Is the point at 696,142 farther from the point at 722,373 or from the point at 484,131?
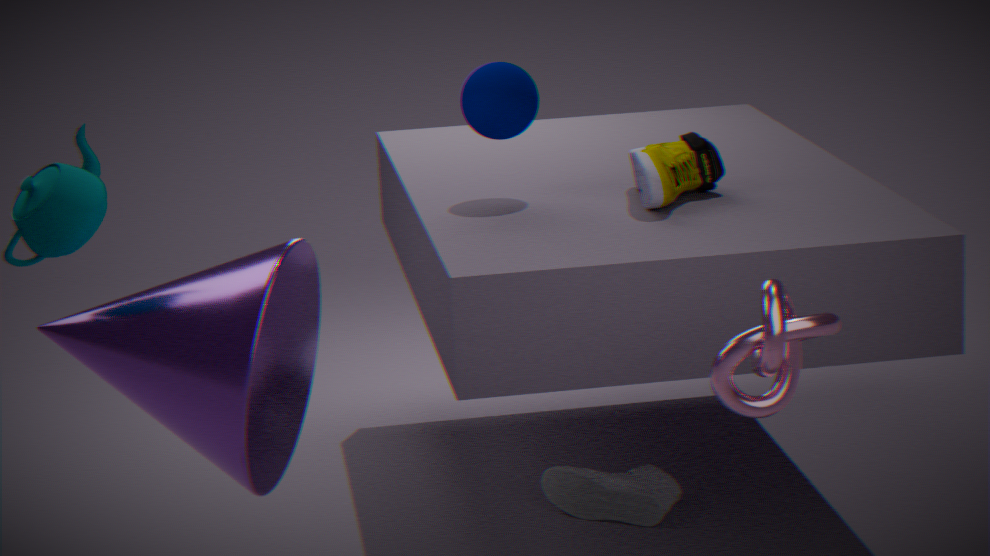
the point at 722,373
